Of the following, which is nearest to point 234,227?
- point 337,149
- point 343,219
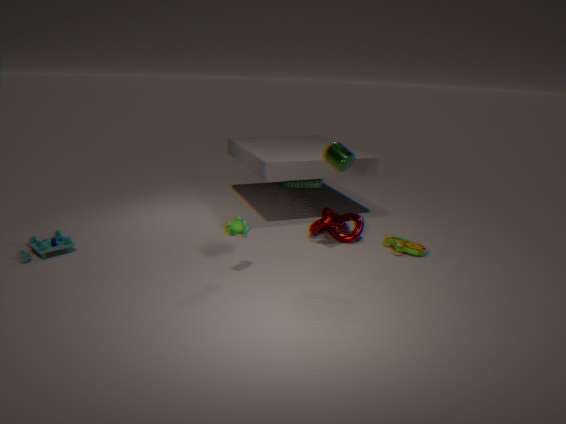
point 337,149
